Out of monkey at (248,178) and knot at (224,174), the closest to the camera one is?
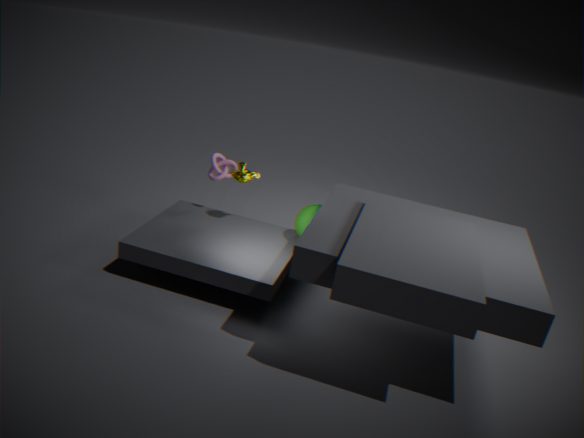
monkey at (248,178)
